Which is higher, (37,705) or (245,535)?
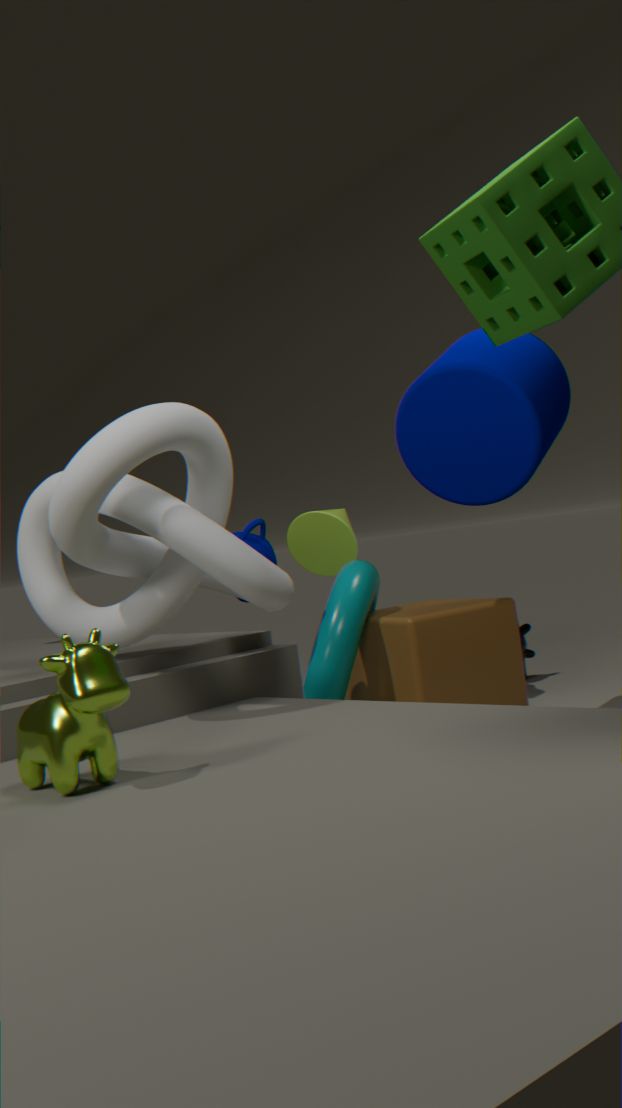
(245,535)
